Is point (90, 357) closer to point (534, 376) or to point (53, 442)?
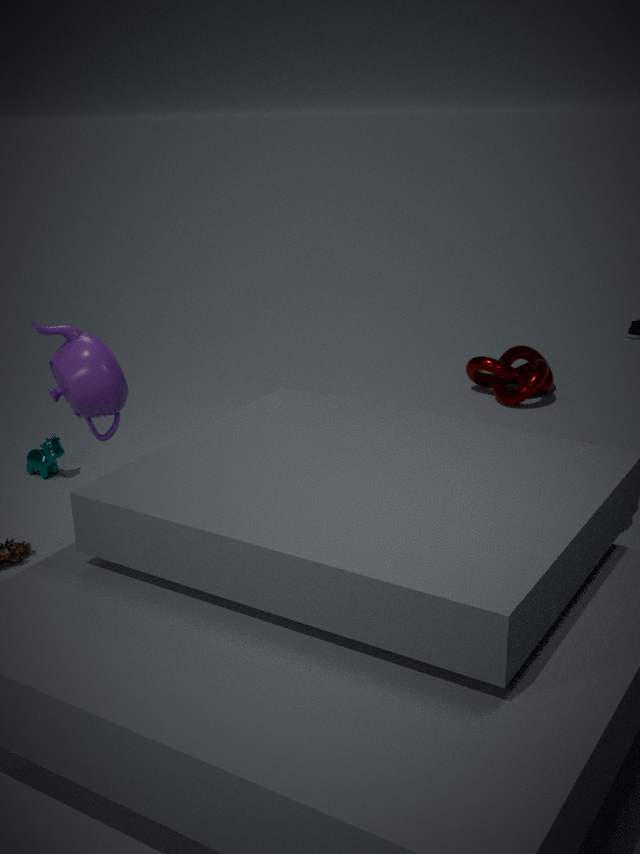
point (53, 442)
